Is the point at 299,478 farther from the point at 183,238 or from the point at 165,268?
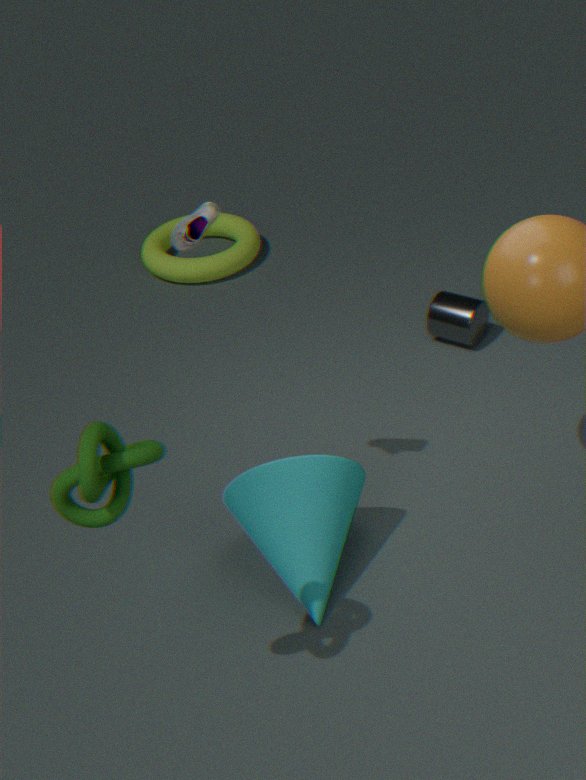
the point at 165,268
